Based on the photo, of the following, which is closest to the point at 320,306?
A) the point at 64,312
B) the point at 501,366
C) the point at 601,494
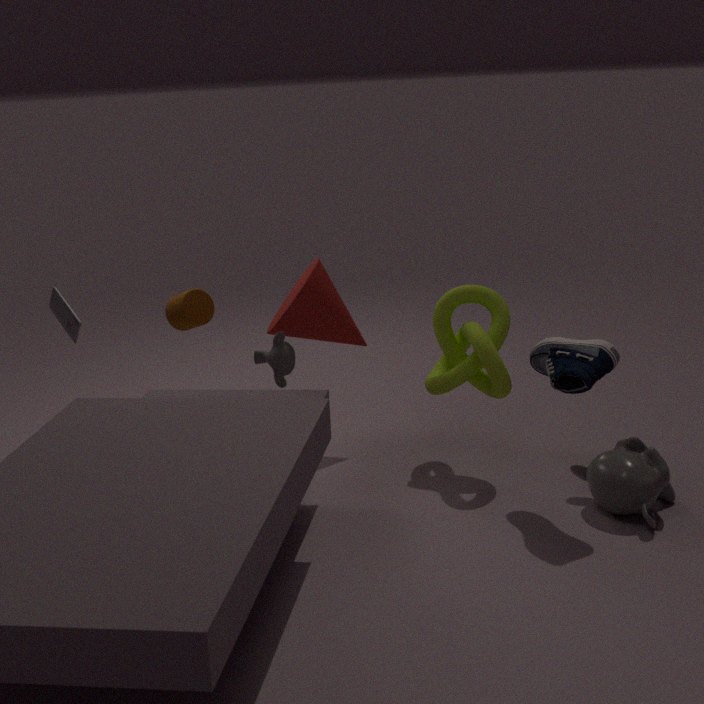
the point at 501,366
